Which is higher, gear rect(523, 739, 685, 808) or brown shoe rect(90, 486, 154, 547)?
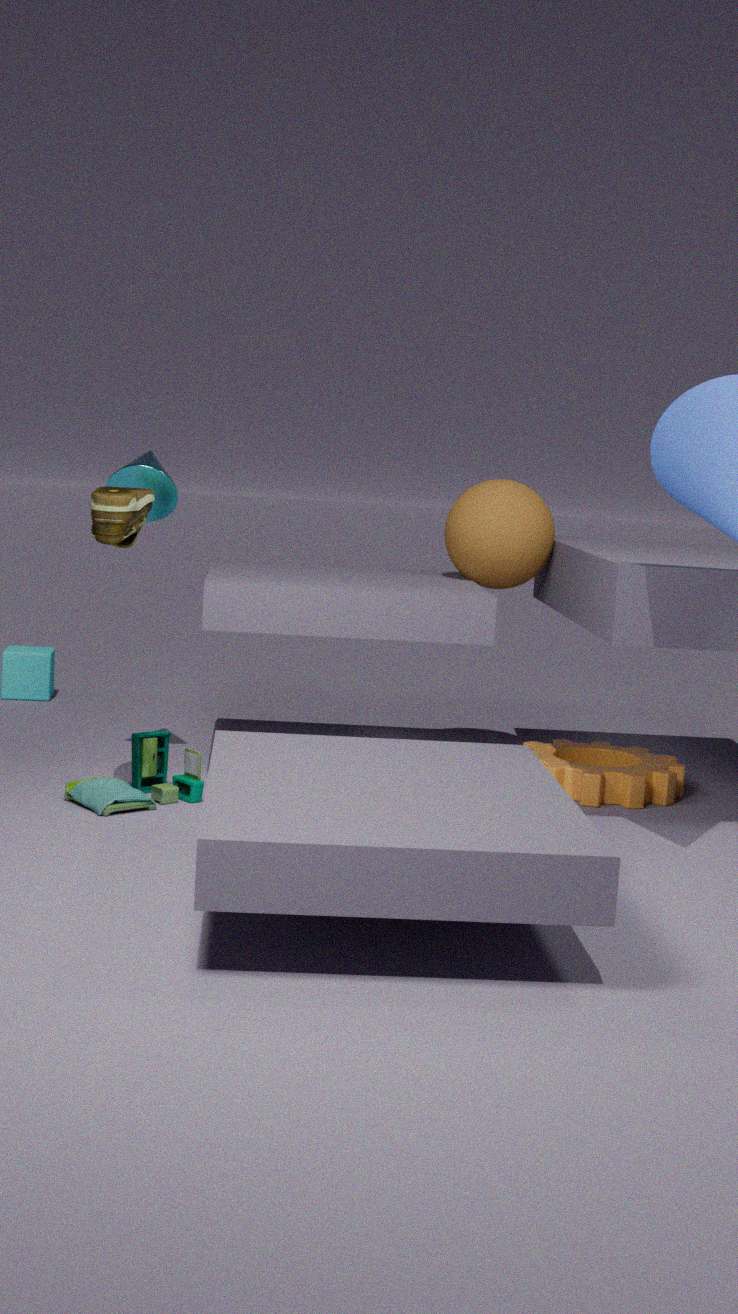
brown shoe rect(90, 486, 154, 547)
